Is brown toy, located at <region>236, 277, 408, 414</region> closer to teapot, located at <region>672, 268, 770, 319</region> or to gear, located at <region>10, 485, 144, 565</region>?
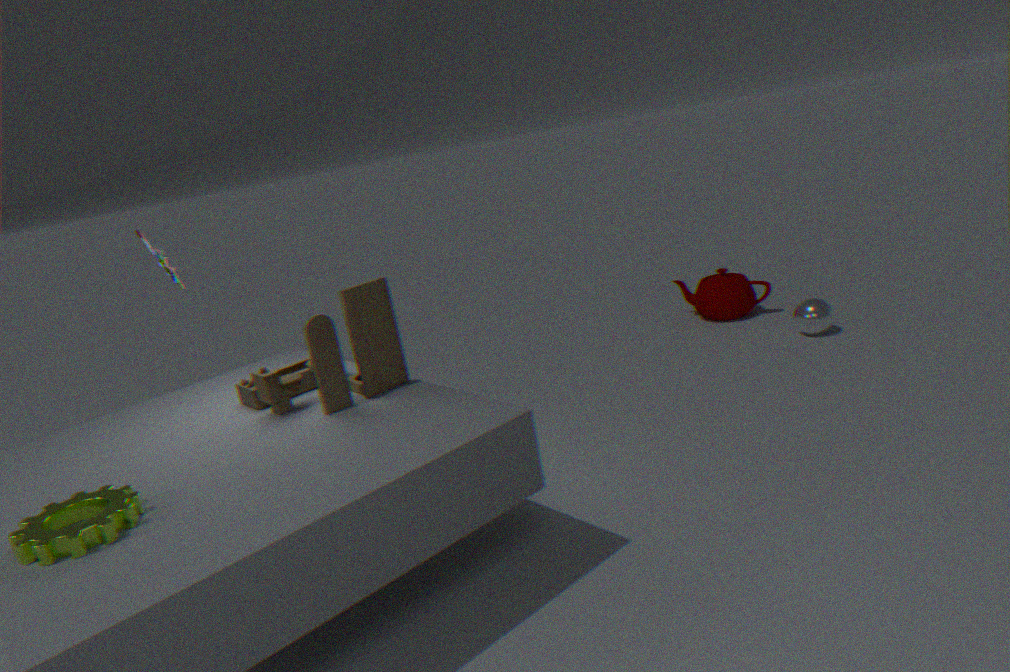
gear, located at <region>10, 485, 144, 565</region>
